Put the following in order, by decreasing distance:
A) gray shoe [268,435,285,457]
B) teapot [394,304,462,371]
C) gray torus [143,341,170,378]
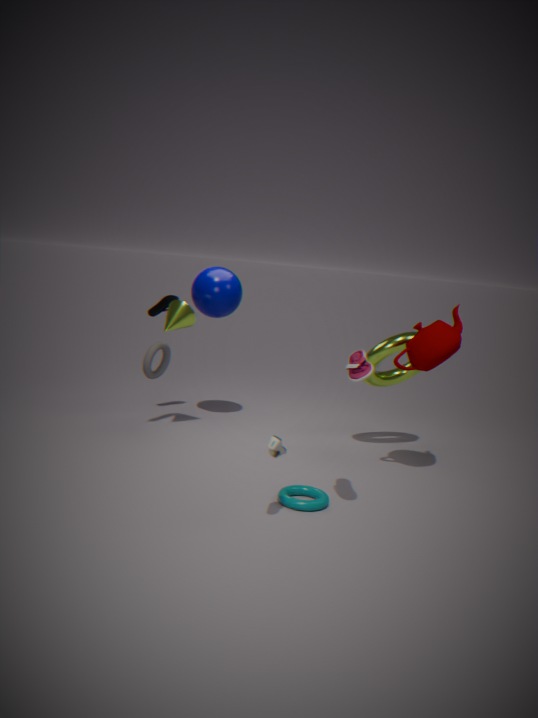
gray torus [143,341,170,378] < teapot [394,304,462,371] < gray shoe [268,435,285,457]
